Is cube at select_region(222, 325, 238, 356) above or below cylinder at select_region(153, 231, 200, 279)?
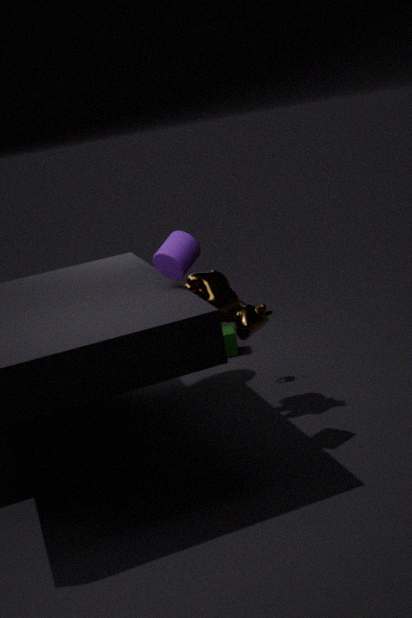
below
